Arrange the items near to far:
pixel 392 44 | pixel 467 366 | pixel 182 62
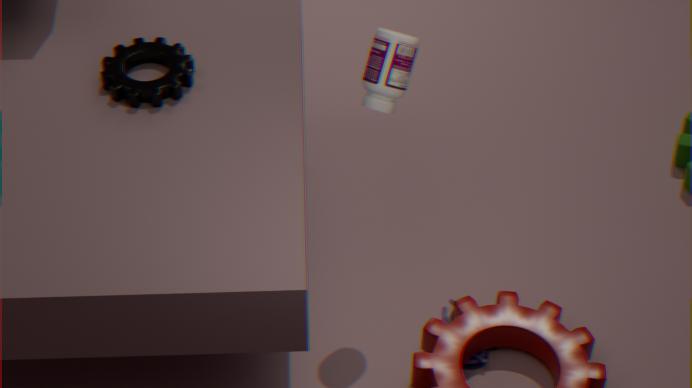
pixel 392 44
pixel 467 366
pixel 182 62
